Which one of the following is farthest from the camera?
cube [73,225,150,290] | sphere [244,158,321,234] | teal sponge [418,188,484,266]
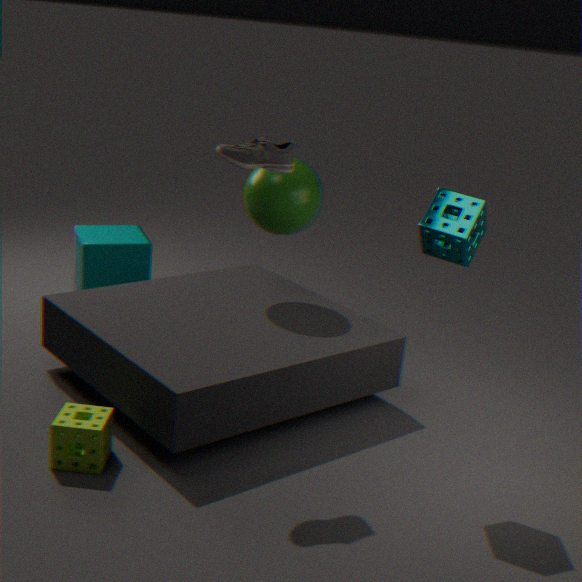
cube [73,225,150,290]
